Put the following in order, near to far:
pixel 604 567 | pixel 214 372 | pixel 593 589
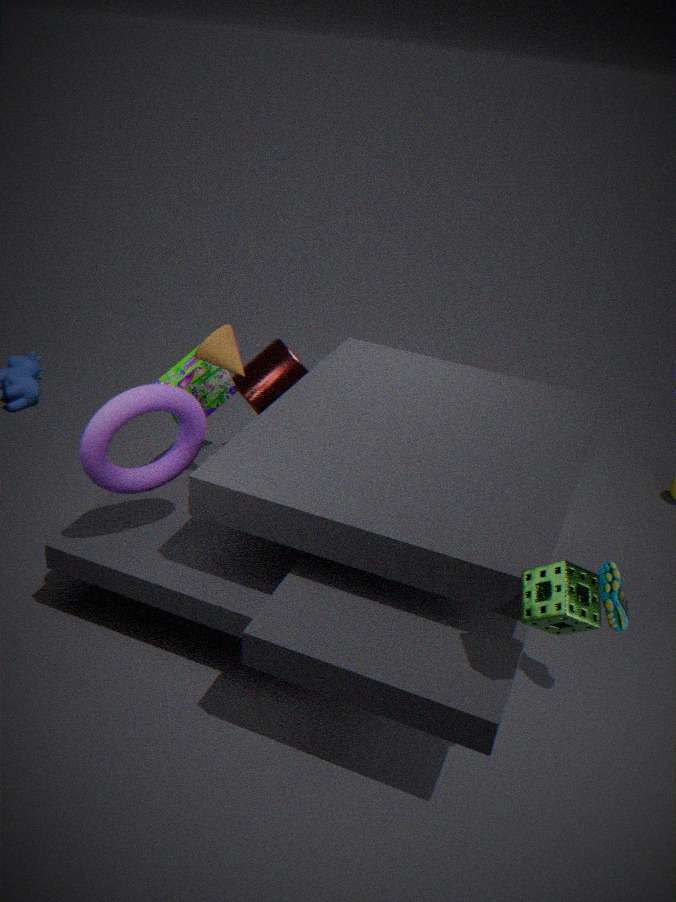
pixel 593 589 < pixel 604 567 < pixel 214 372
